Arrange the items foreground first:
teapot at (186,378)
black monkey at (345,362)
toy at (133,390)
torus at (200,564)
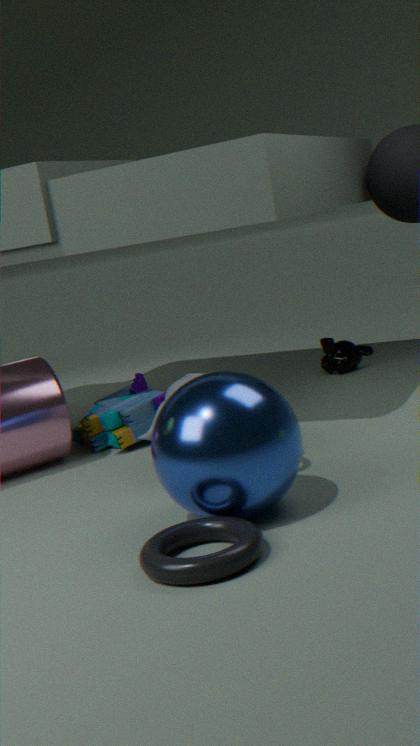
torus at (200,564) < teapot at (186,378) < toy at (133,390) < black monkey at (345,362)
